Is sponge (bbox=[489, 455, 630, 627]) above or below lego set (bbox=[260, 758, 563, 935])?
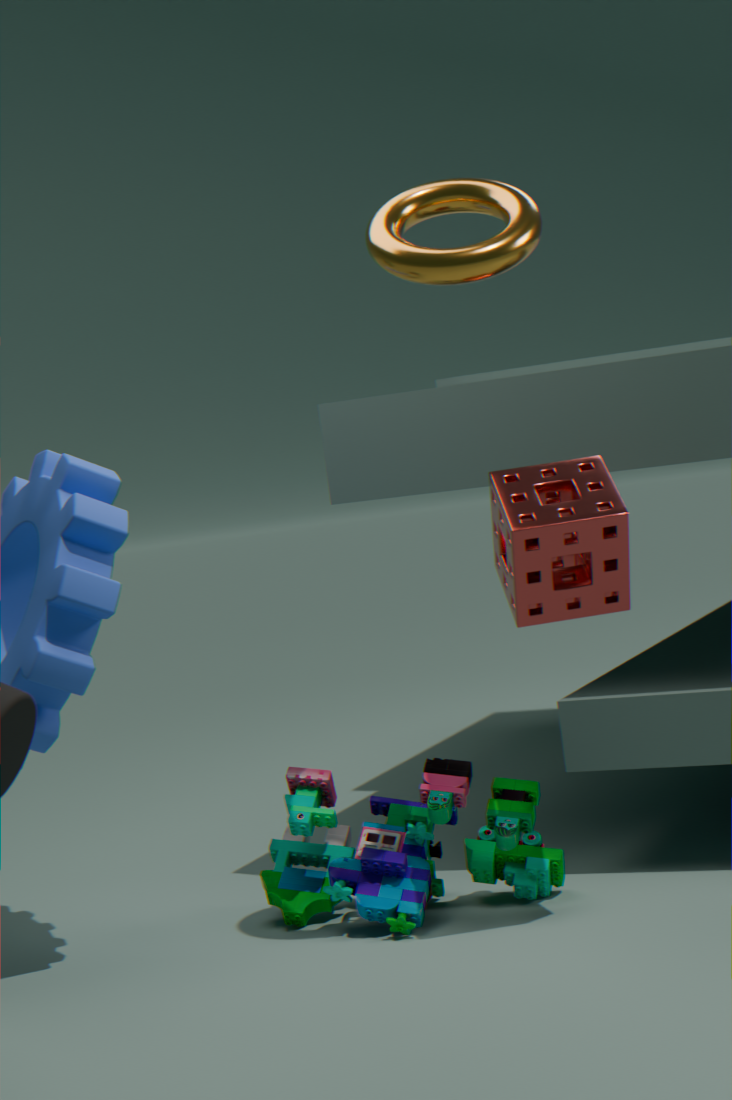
above
